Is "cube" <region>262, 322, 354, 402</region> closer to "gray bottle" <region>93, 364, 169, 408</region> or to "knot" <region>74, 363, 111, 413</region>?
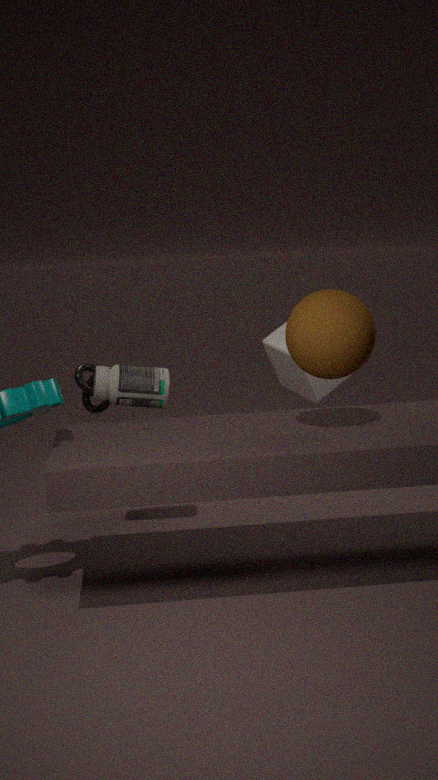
"knot" <region>74, 363, 111, 413</region>
